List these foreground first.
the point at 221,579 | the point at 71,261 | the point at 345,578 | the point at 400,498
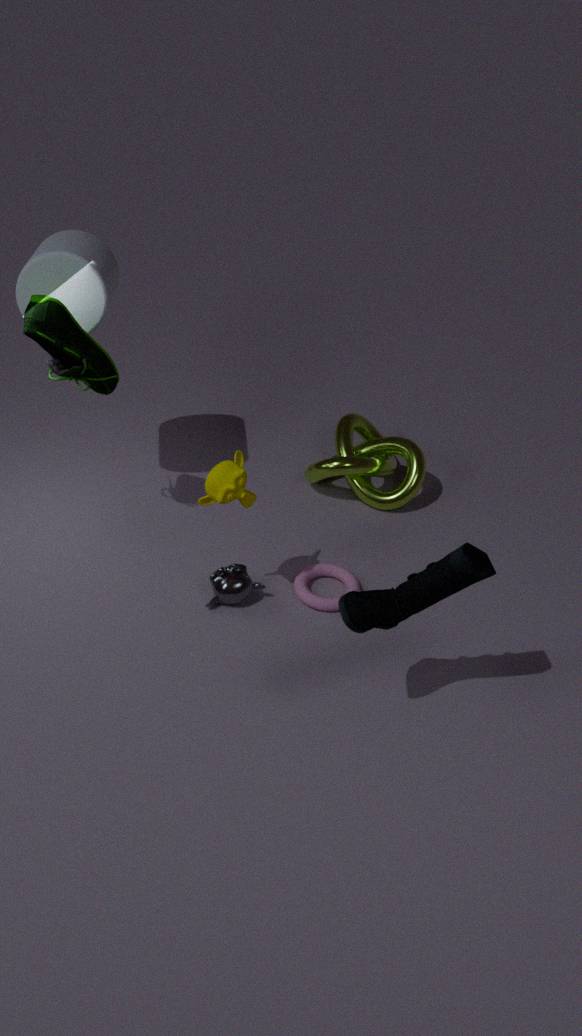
the point at 71,261 < the point at 221,579 < the point at 345,578 < the point at 400,498
